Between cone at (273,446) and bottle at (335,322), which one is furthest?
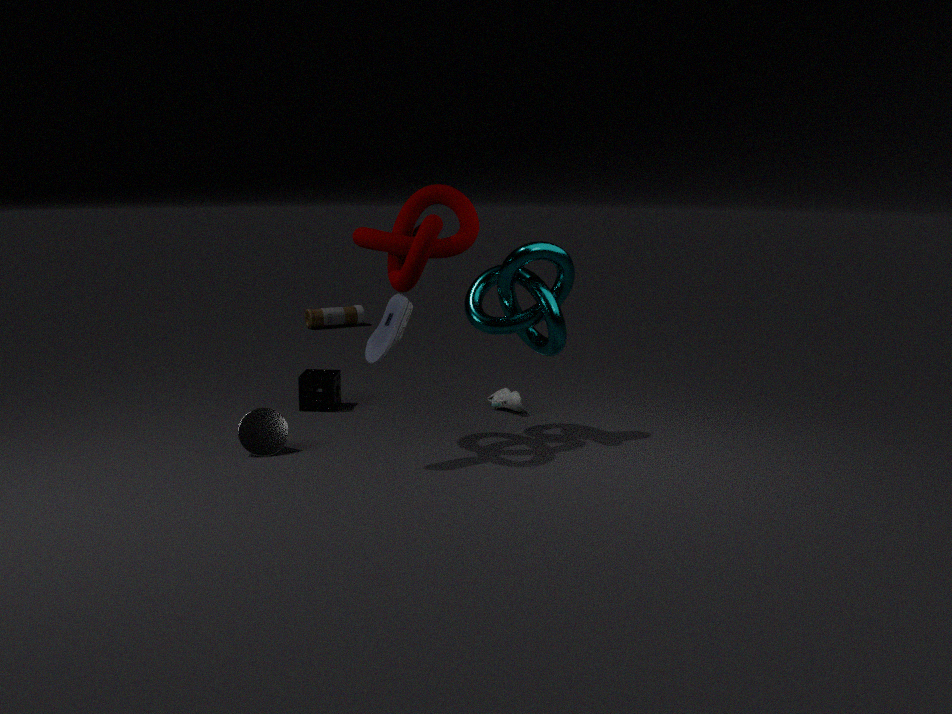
bottle at (335,322)
